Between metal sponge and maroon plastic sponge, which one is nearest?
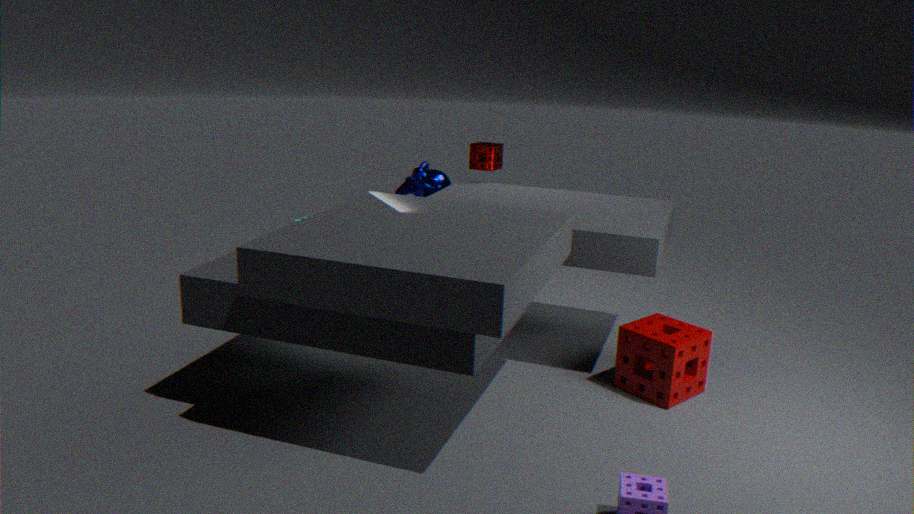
maroon plastic sponge
